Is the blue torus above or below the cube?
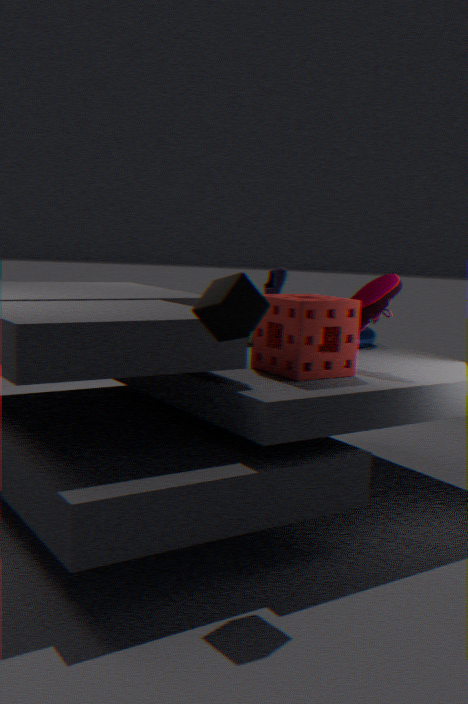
below
